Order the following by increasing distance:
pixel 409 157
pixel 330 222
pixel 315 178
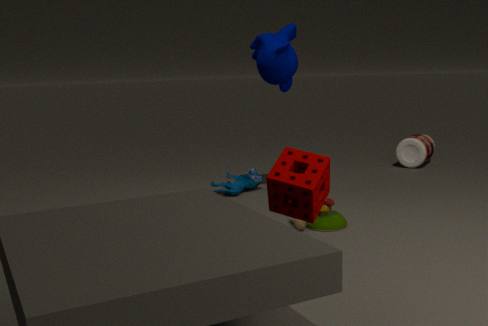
pixel 315 178
pixel 330 222
pixel 409 157
